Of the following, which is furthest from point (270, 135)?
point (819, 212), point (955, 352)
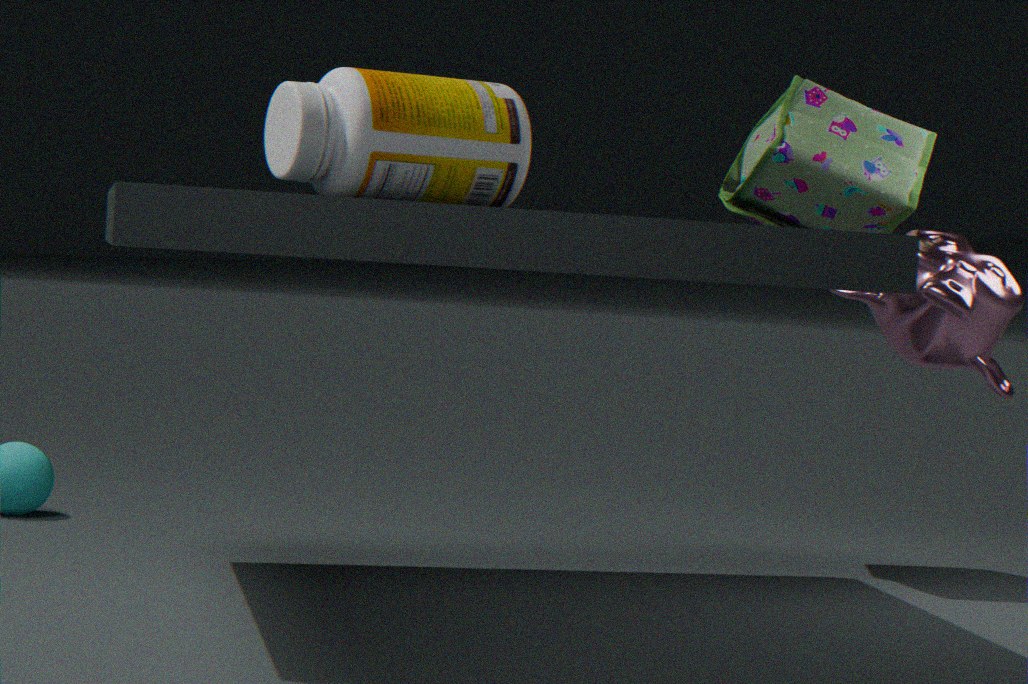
point (955, 352)
